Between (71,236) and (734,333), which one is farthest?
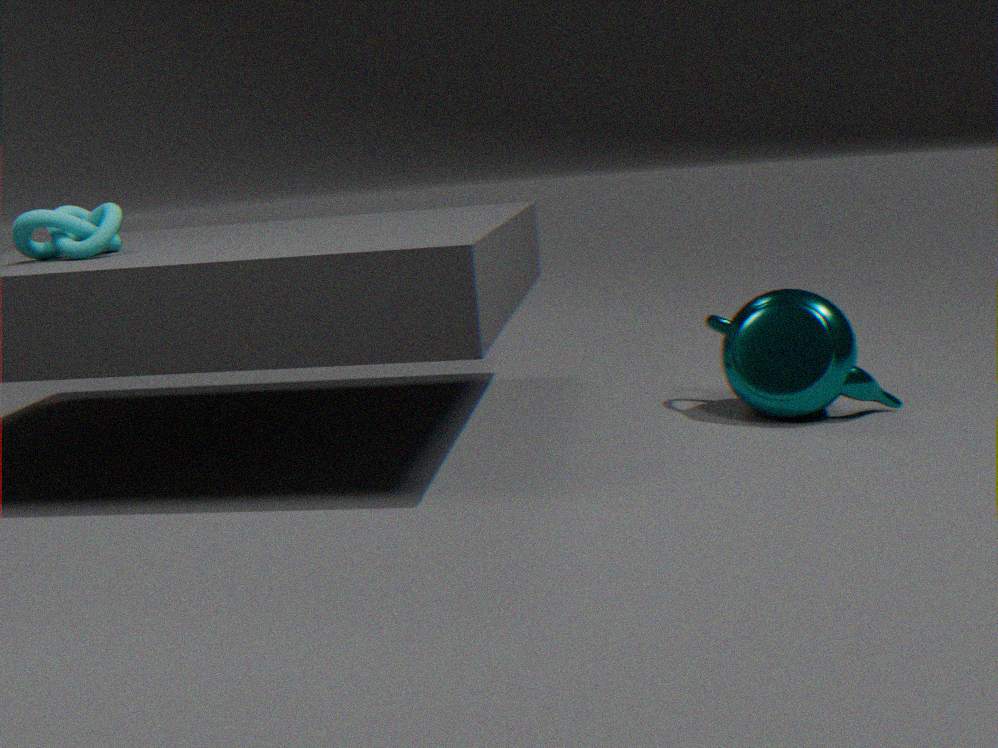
(734,333)
